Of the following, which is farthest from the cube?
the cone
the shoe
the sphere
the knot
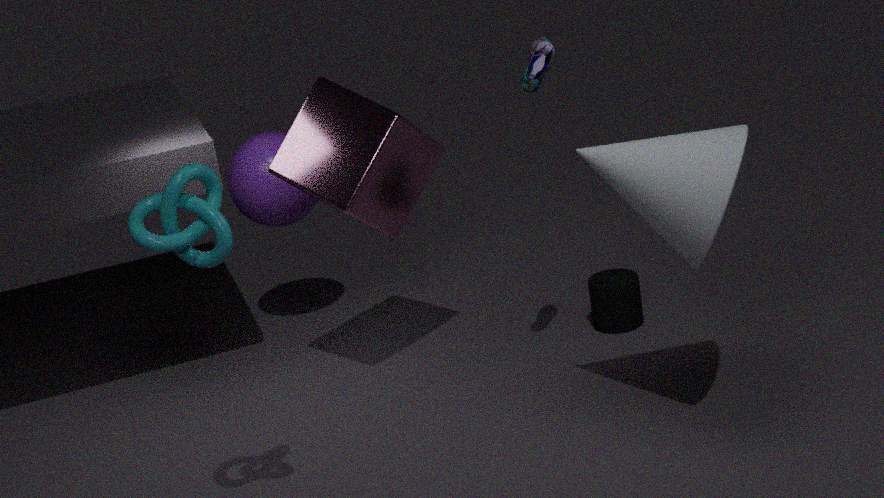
the knot
